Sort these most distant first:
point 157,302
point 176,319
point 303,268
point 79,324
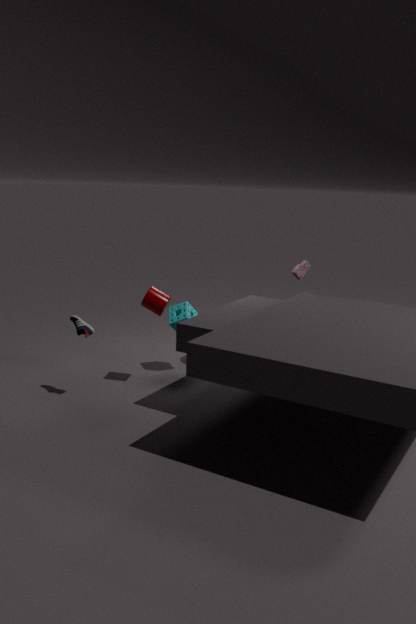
point 176,319 → point 303,268 → point 157,302 → point 79,324
